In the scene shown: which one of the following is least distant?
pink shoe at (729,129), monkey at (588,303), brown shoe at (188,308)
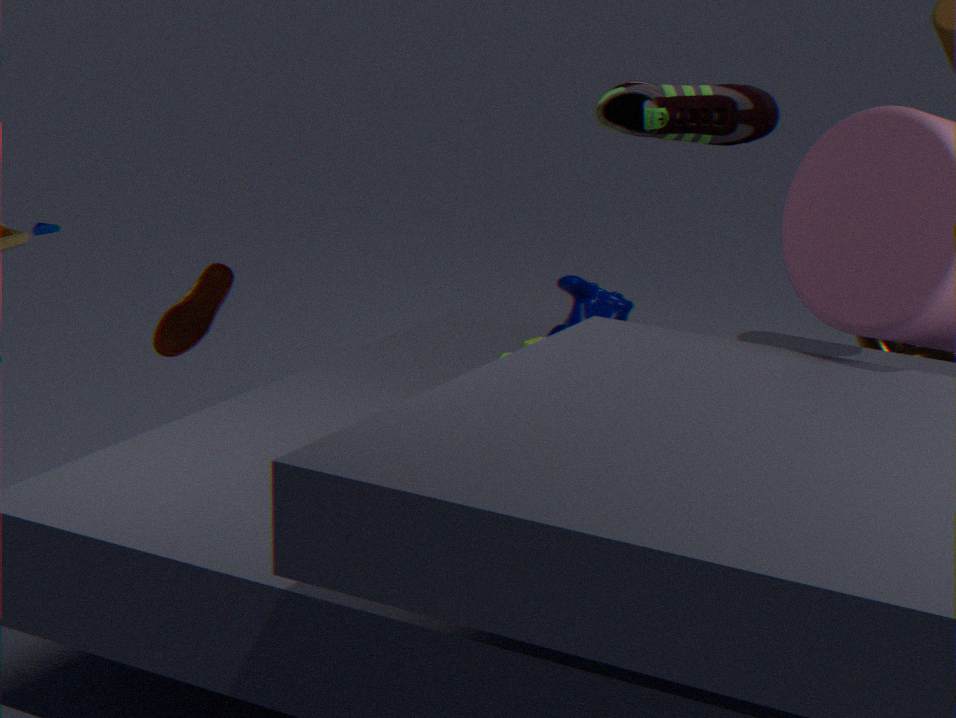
monkey at (588,303)
